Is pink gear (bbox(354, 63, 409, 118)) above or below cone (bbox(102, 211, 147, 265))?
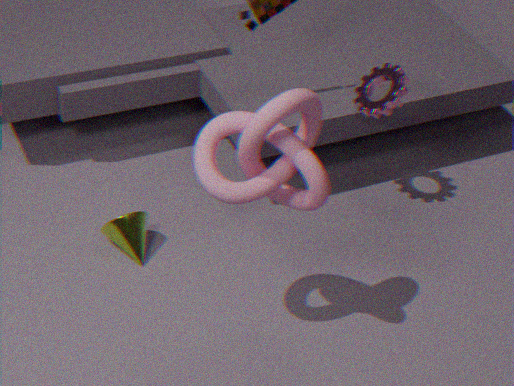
above
